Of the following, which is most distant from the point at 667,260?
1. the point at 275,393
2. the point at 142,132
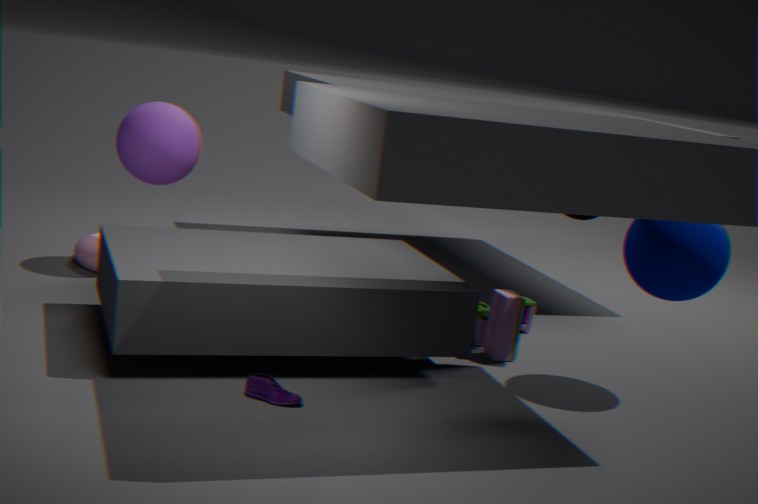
the point at 142,132
